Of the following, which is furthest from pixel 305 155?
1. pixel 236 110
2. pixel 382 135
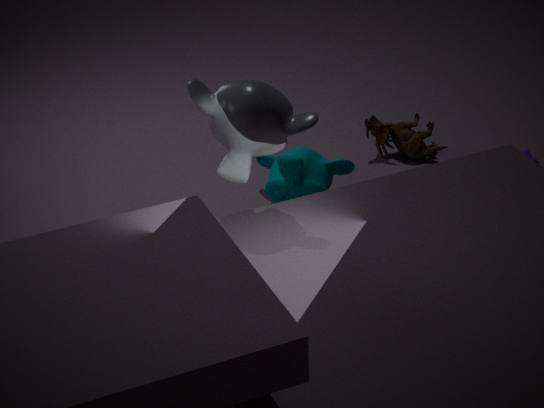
pixel 236 110
